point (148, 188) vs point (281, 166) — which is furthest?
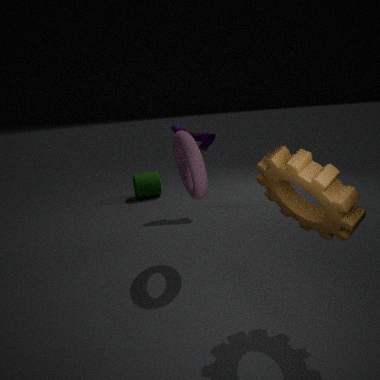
point (148, 188)
